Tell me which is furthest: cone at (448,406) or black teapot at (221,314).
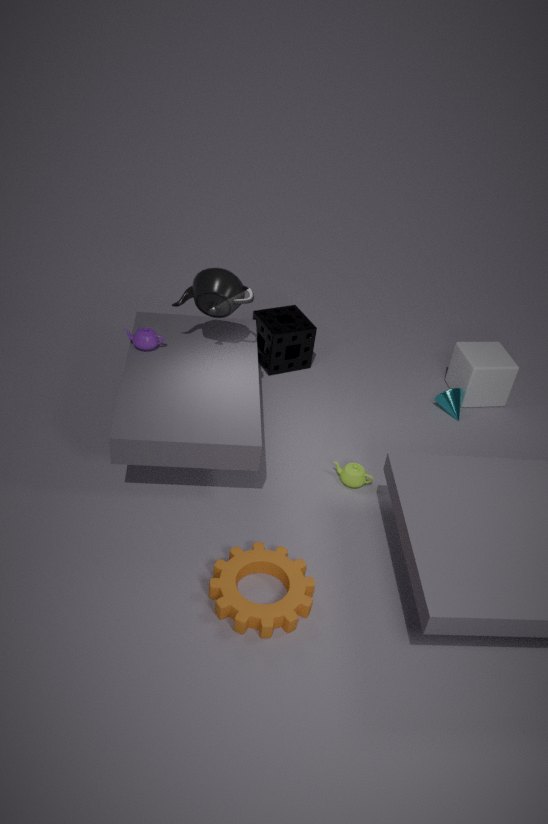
cone at (448,406)
